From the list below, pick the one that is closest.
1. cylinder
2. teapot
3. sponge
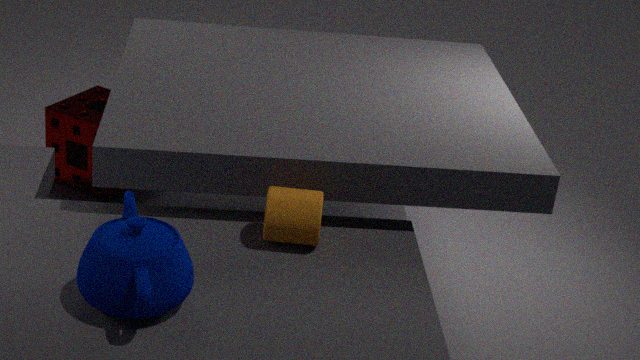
teapot
